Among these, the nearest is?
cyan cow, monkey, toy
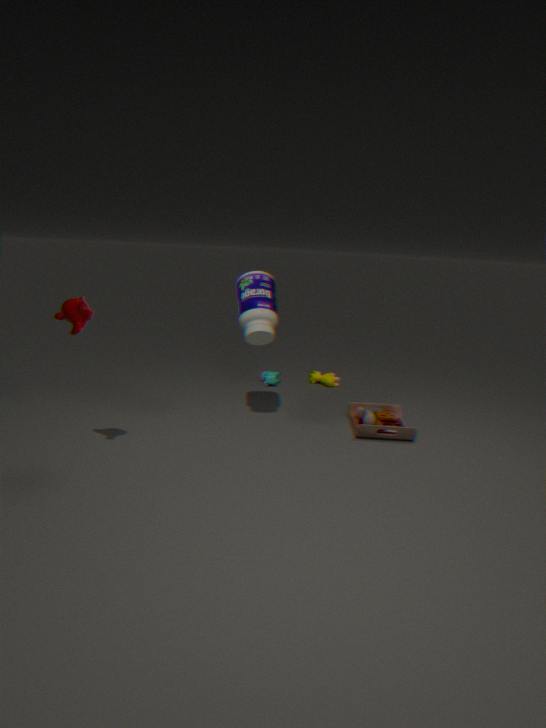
monkey
